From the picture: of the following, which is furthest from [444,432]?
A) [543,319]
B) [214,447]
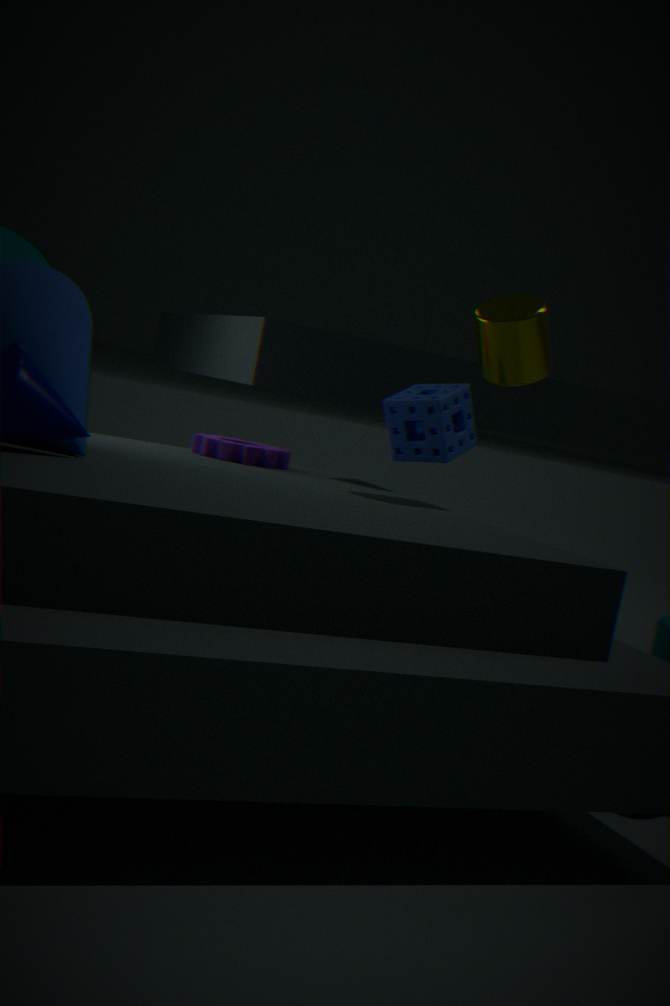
[214,447]
